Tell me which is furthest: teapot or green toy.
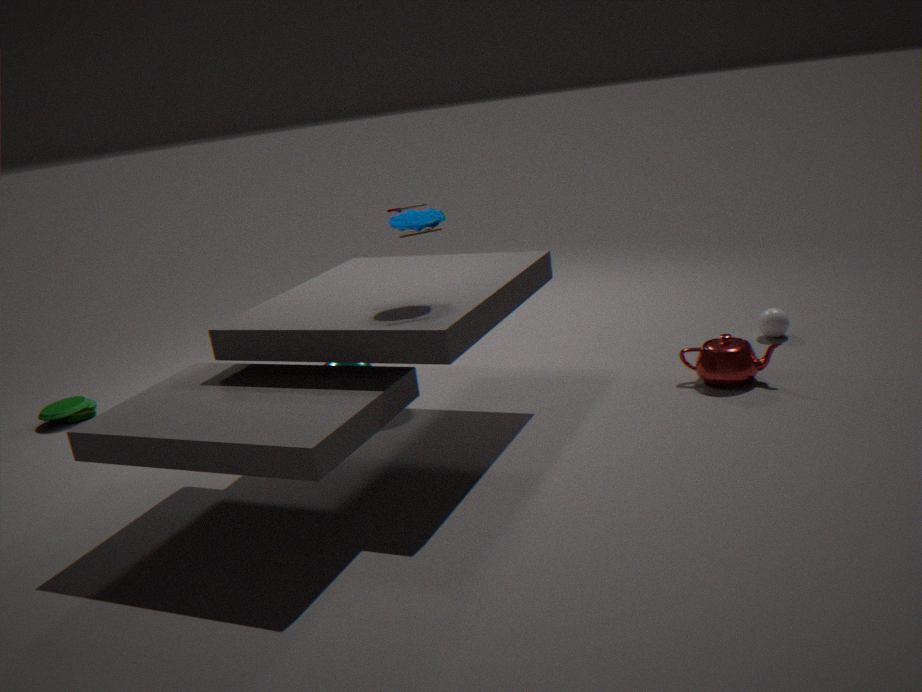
green toy
